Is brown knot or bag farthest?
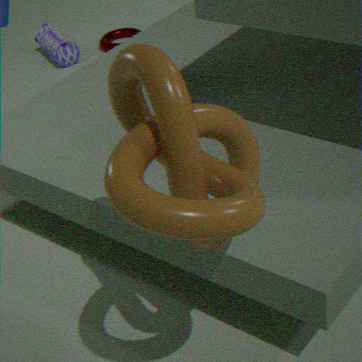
bag
